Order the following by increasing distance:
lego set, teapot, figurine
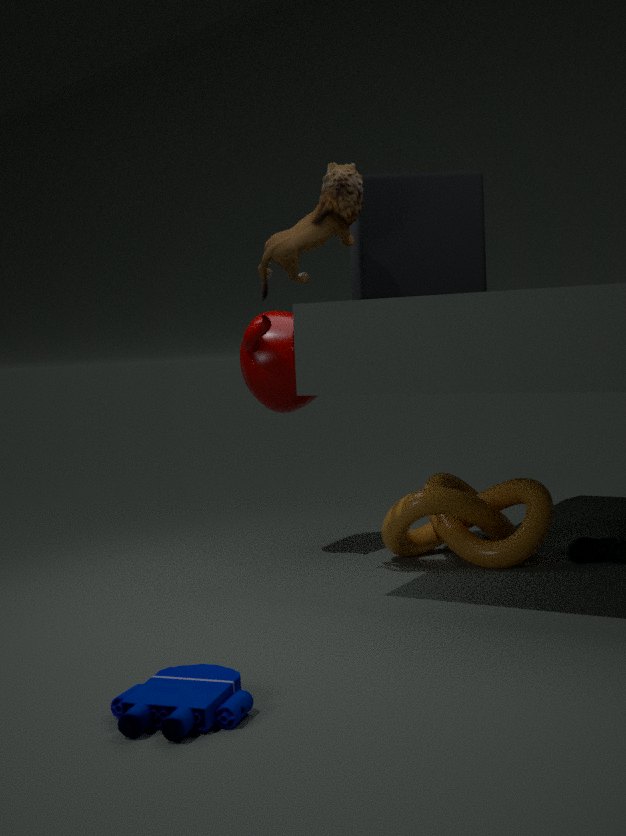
lego set, figurine, teapot
